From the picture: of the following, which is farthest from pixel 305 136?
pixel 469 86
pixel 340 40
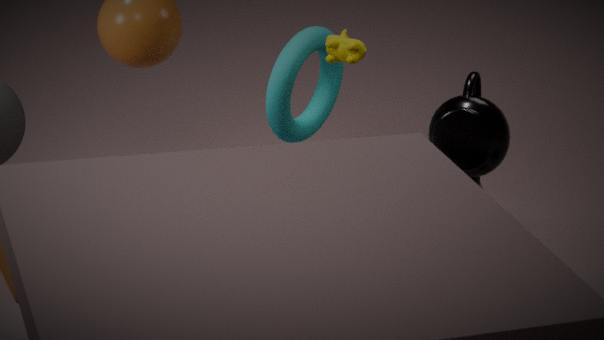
pixel 469 86
